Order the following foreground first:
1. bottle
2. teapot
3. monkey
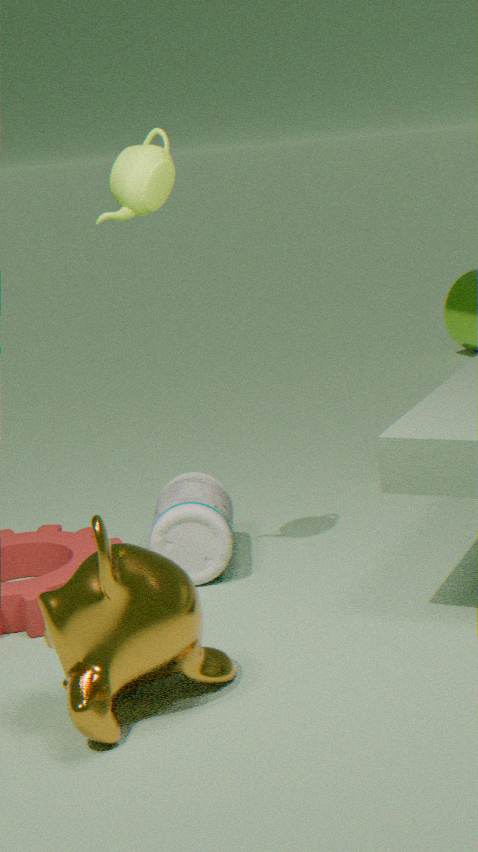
monkey
teapot
bottle
